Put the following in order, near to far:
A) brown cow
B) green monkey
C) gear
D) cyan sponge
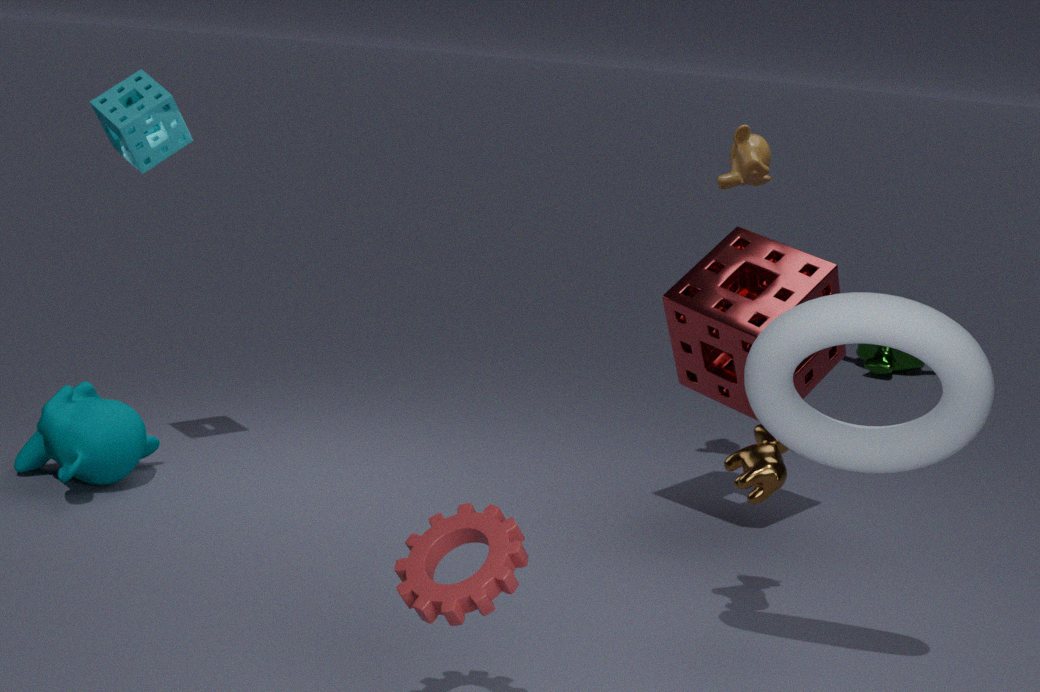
gear
brown cow
cyan sponge
green monkey
